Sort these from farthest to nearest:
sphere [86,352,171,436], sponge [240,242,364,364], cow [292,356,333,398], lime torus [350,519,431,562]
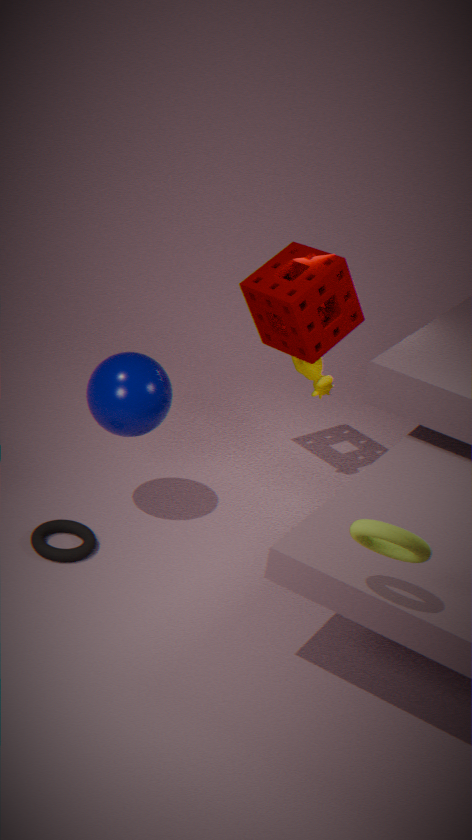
cow [292,356,333,398], sponge [240,242,364,364], sphere [86,352,171,436], lime torus [350,519,431,562]
